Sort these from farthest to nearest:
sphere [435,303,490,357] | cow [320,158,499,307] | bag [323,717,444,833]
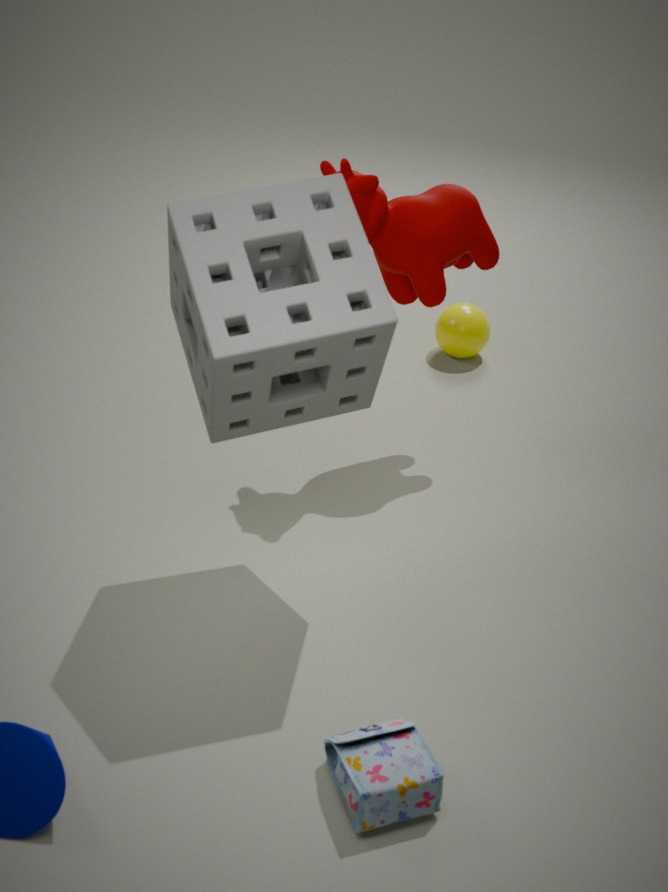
sphere [435,303,490,357] → cow [320,158,499,307] → bag [323,717,444,833]
